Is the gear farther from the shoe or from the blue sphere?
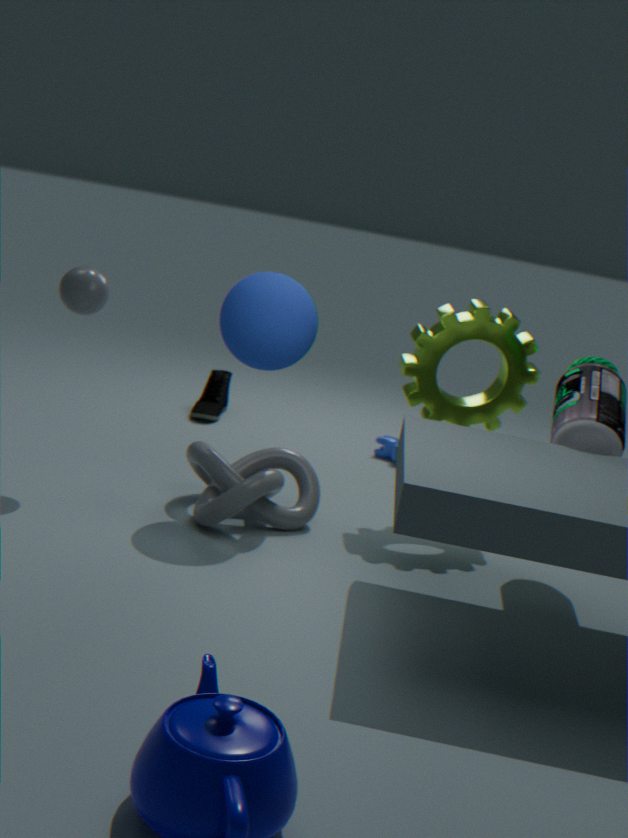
the shoe
